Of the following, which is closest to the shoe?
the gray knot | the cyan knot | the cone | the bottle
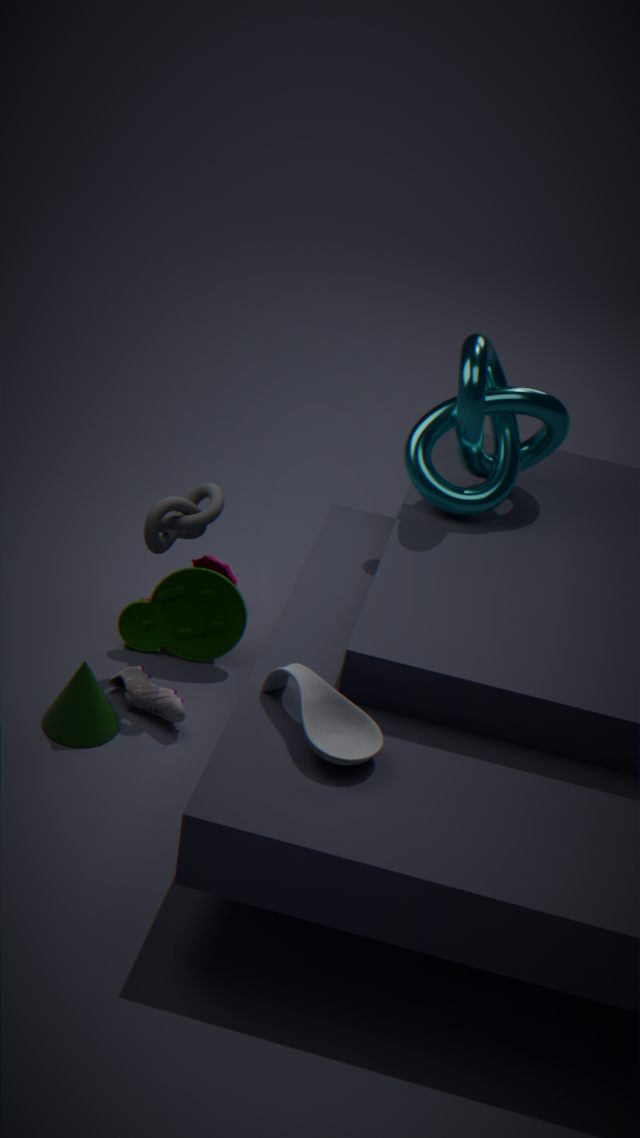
the cone
